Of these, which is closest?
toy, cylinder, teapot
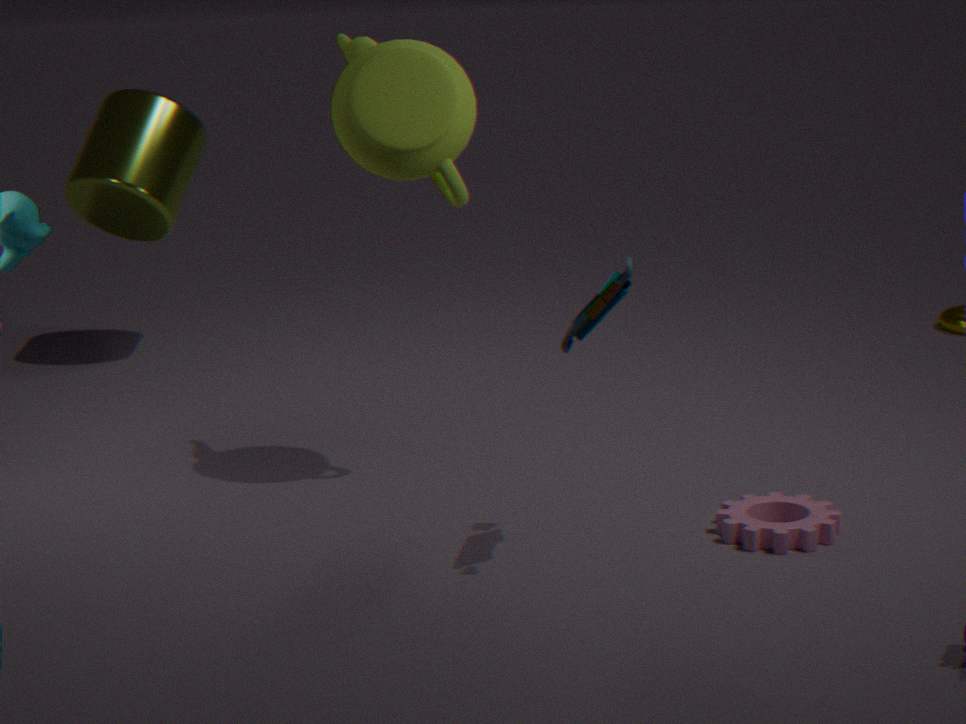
toy
